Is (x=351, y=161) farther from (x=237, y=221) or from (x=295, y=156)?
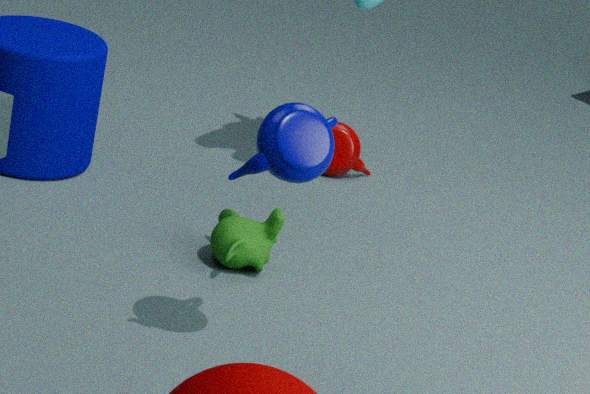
(x=295, y=156)
